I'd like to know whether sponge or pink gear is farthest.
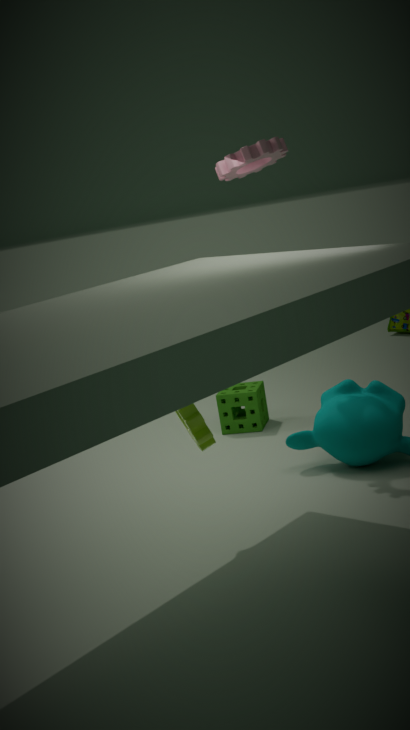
sponge
